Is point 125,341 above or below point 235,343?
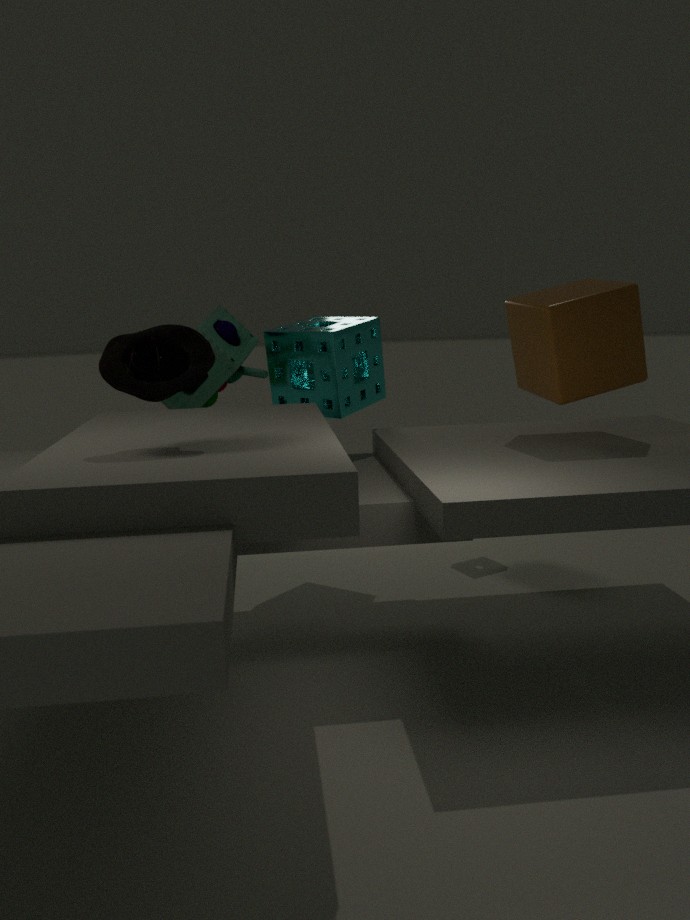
above
